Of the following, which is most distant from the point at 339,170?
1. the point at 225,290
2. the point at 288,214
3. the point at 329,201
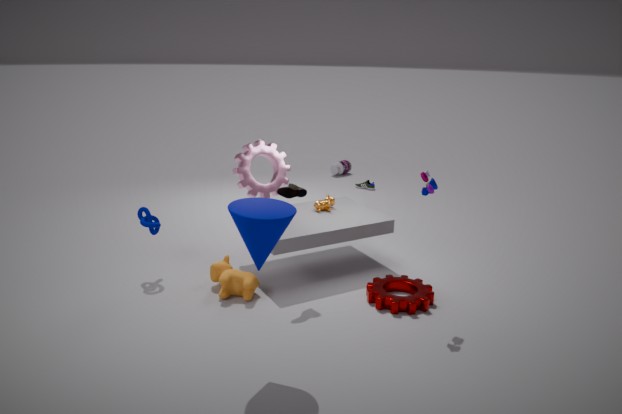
the point at 288,214
